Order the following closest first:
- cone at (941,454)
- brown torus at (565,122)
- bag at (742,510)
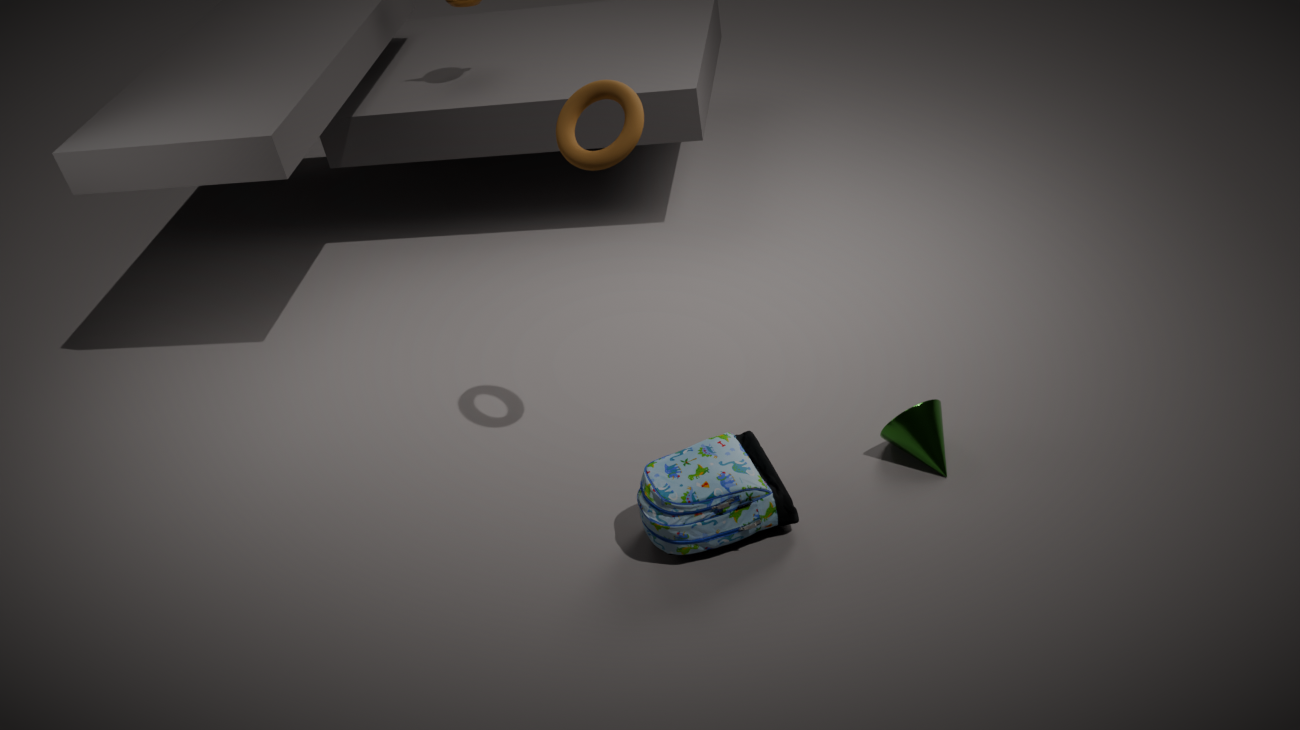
brown torus at (565,122)
bag at (742,510)
cone at (941,454)
